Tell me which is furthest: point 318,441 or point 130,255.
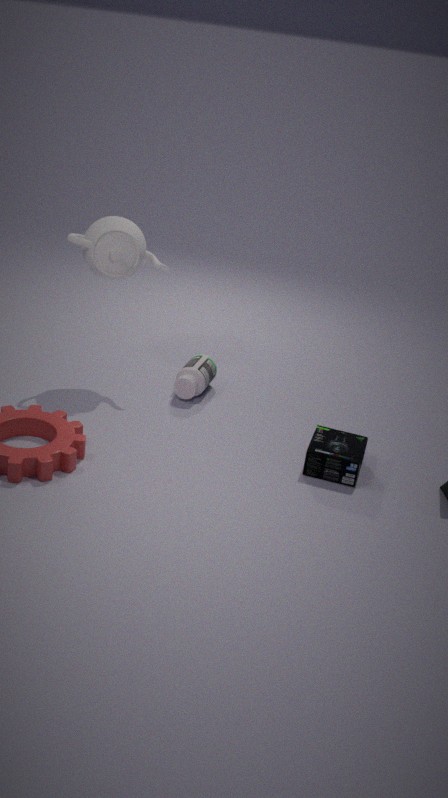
point 130,255
